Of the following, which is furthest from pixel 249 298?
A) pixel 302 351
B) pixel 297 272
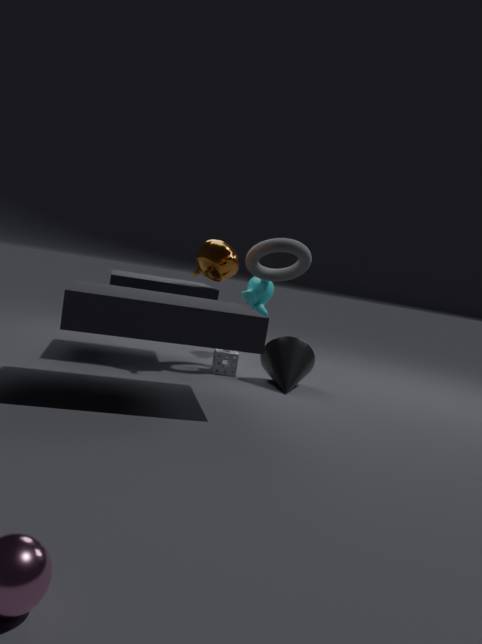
pixel 302 351
